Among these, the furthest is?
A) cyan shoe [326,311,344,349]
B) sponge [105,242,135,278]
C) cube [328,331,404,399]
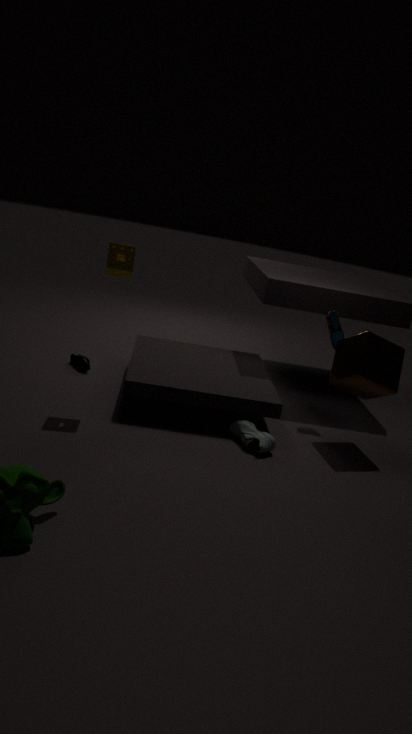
cyan shoe [326,311,344,349]
